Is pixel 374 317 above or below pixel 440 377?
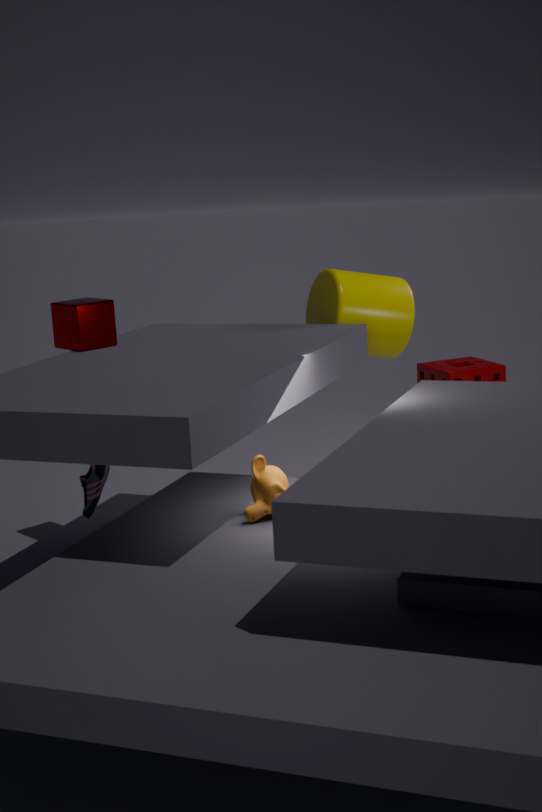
above
